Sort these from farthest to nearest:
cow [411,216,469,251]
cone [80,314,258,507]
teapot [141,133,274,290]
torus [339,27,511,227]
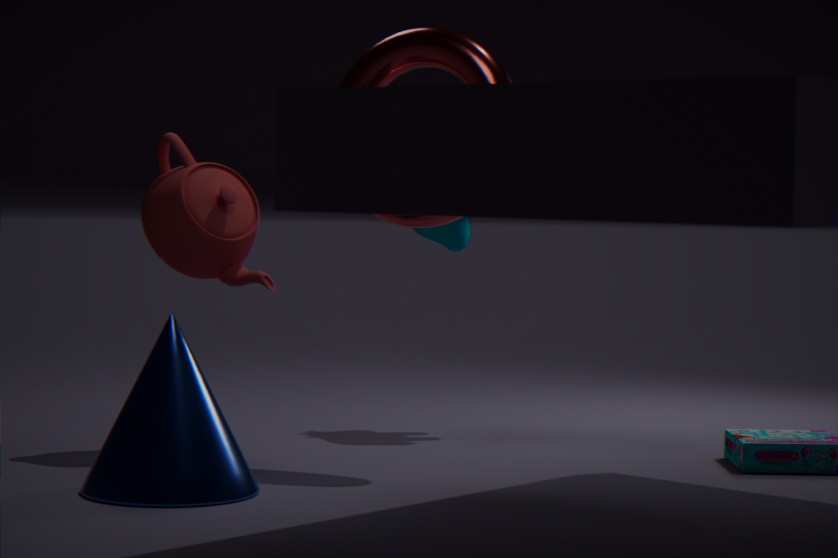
cow [411,216,469,251] → teapot [141,133,274,290] → torus [339,27,511,227] → cone [80,314,258,507]
